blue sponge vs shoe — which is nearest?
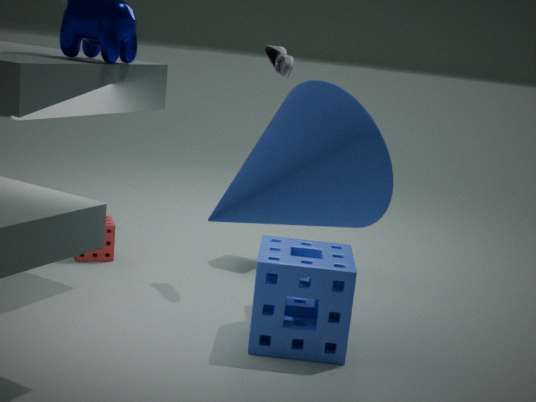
blue sponge
